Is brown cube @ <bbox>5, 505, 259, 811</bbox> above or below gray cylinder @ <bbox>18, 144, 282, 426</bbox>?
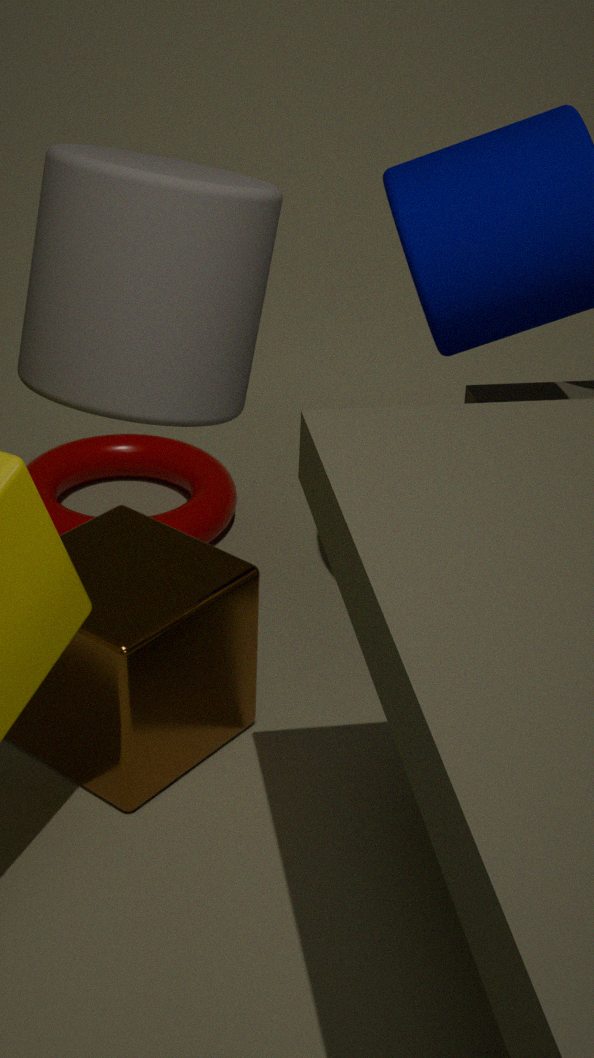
below
